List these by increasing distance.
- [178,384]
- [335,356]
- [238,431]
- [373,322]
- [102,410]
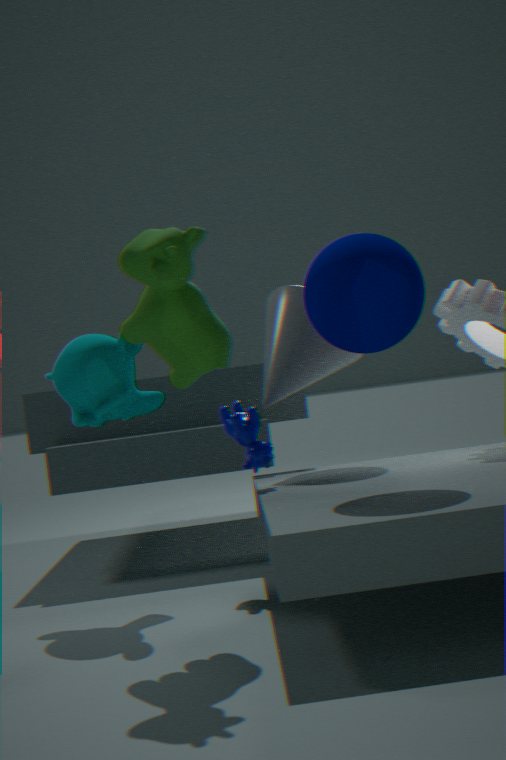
[373,322] → [178,384] → [102,410] → [238,431] → [335,356]
